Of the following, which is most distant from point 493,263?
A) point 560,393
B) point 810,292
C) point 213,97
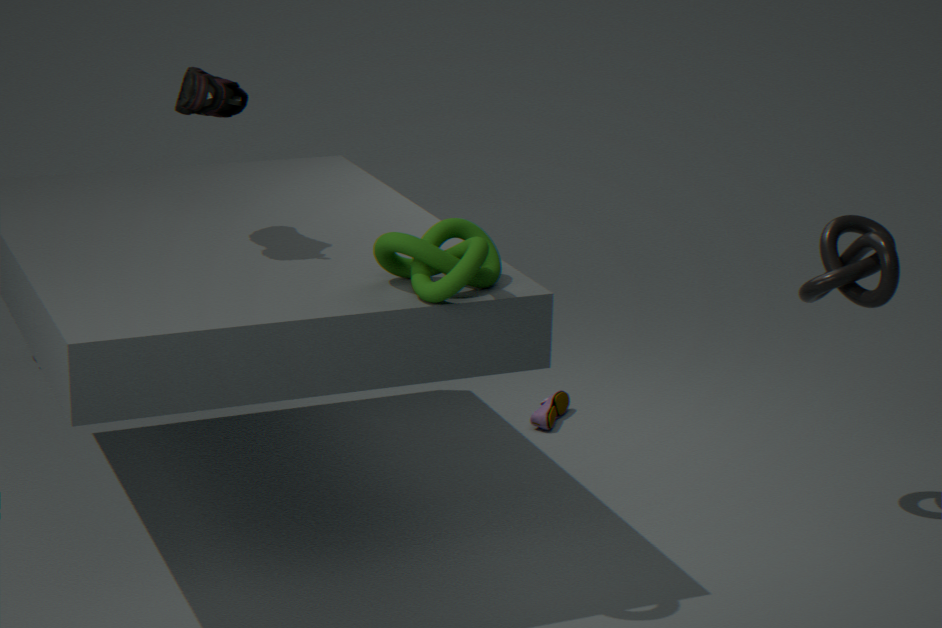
point 560,393
